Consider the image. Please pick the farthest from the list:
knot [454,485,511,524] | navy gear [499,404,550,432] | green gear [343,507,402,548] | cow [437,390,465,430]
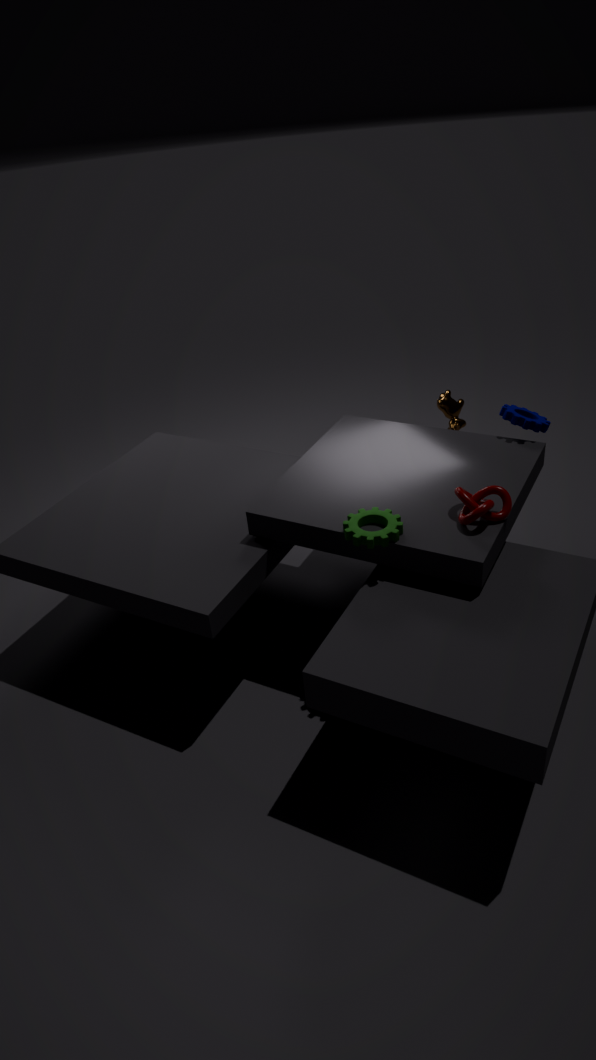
cow [437,390,465,430]
